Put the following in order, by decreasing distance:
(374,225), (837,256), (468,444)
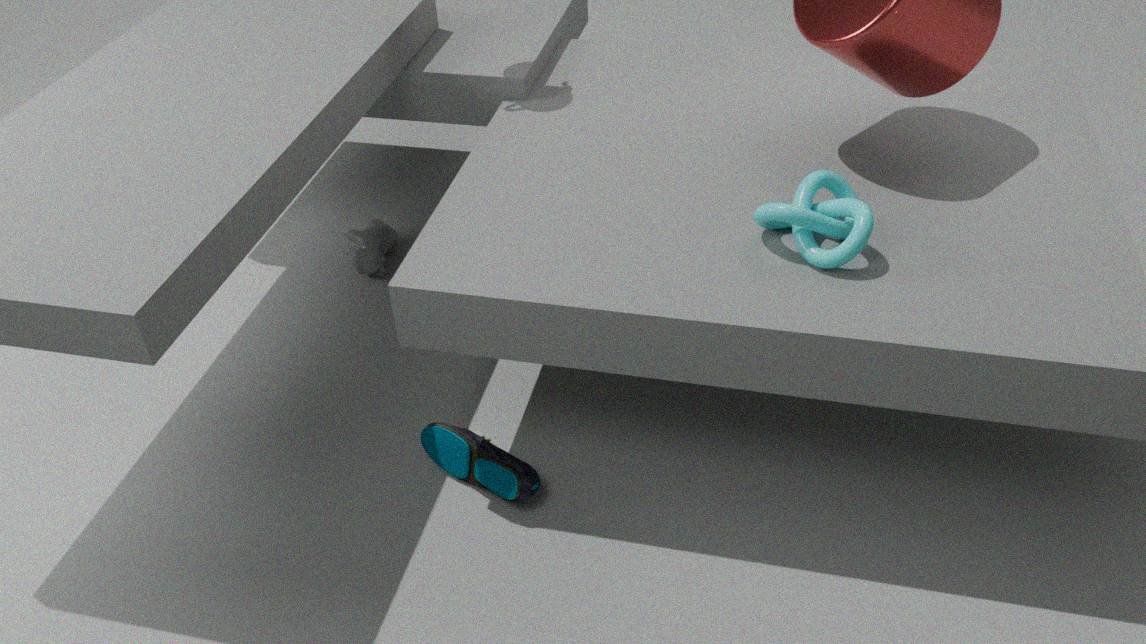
(374,225) → (468,444) → (837,256)
